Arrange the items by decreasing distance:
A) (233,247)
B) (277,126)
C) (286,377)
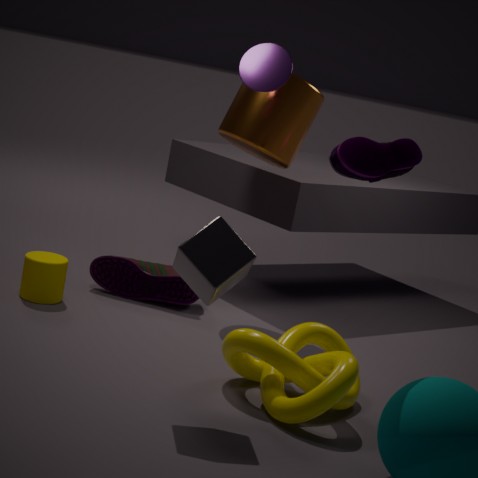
(277,126)
(286,377)
(233,247)
